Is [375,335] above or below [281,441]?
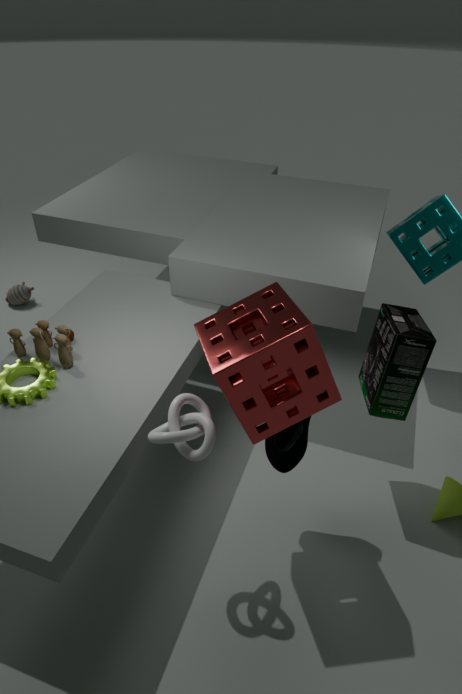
above
